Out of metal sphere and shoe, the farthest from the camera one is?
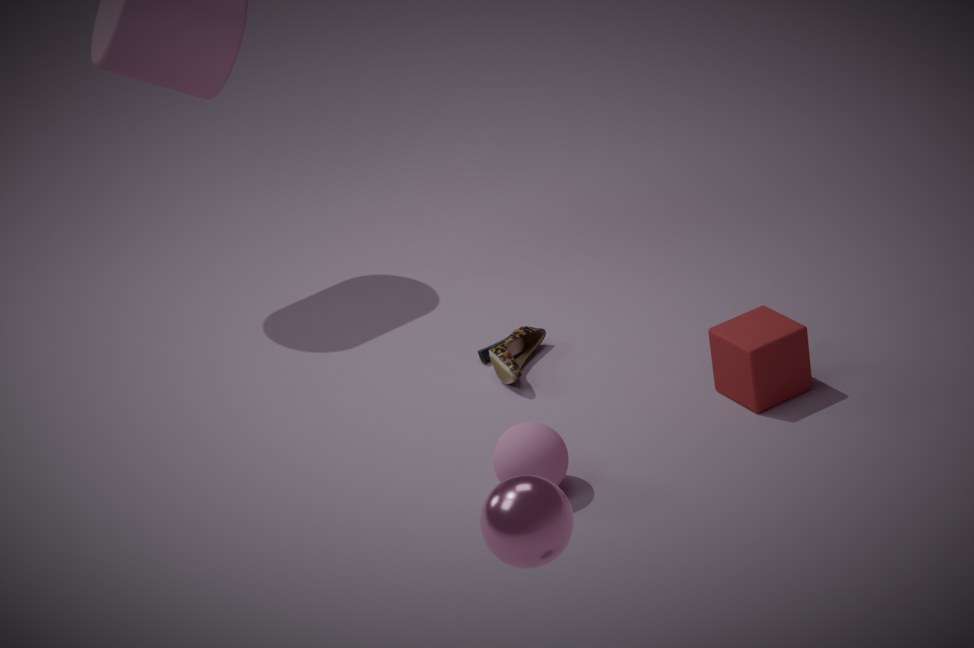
shoe
